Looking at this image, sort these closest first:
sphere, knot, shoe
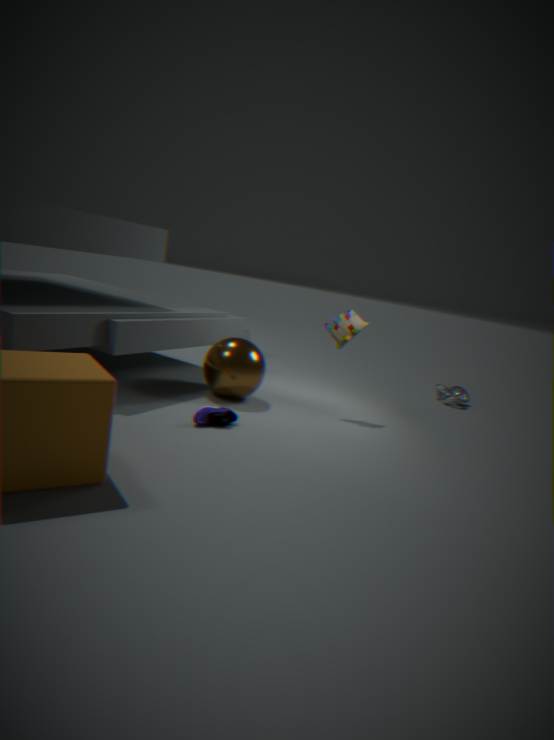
shoe → sphere → knot
